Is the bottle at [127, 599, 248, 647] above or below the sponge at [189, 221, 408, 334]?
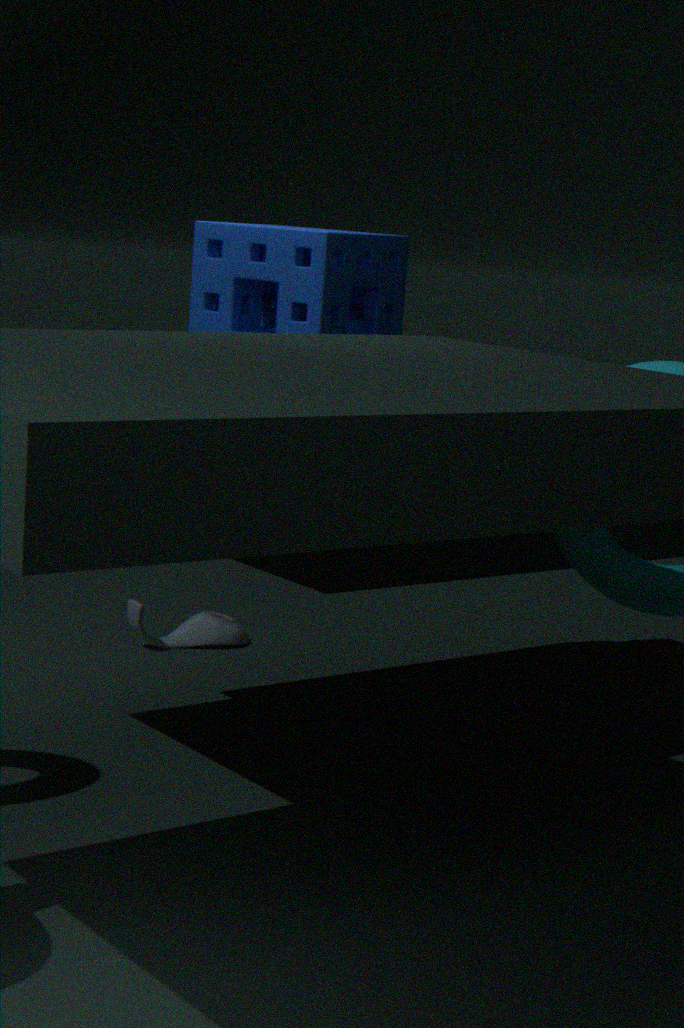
below
